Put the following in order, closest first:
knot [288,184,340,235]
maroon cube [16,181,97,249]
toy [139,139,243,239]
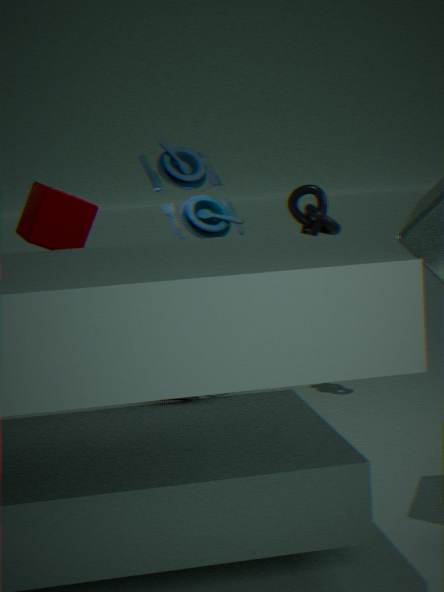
maroon cube [16,181,97,249], toy [139,139,243,239], knot [288,184,340,235]
